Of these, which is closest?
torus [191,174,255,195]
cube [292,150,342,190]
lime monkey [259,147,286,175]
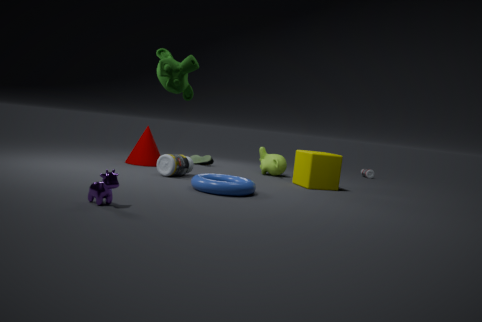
torus [191,174,255,195]
